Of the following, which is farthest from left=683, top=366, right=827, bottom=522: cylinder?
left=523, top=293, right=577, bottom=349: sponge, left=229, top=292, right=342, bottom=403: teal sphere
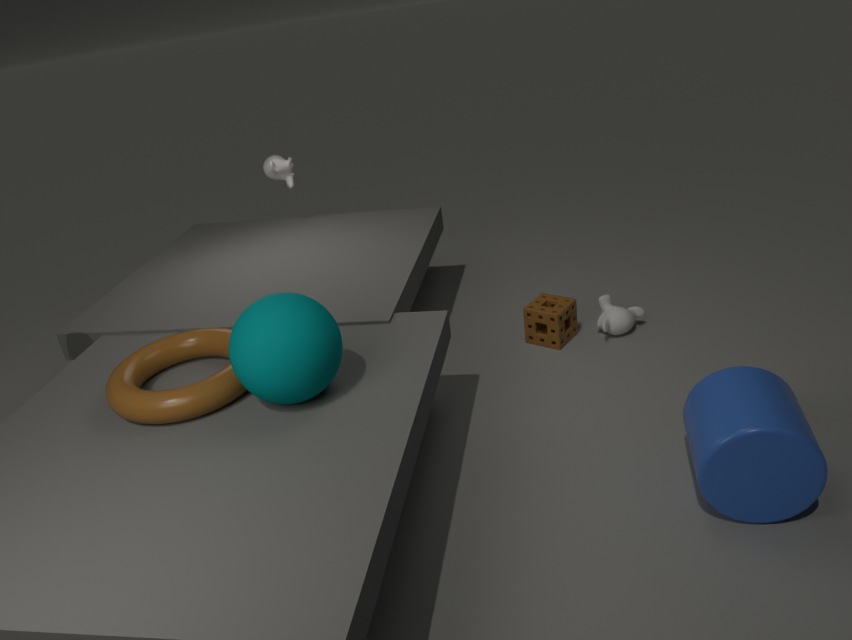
left=229, top=292, right=342, bottom=403: teal sphere
